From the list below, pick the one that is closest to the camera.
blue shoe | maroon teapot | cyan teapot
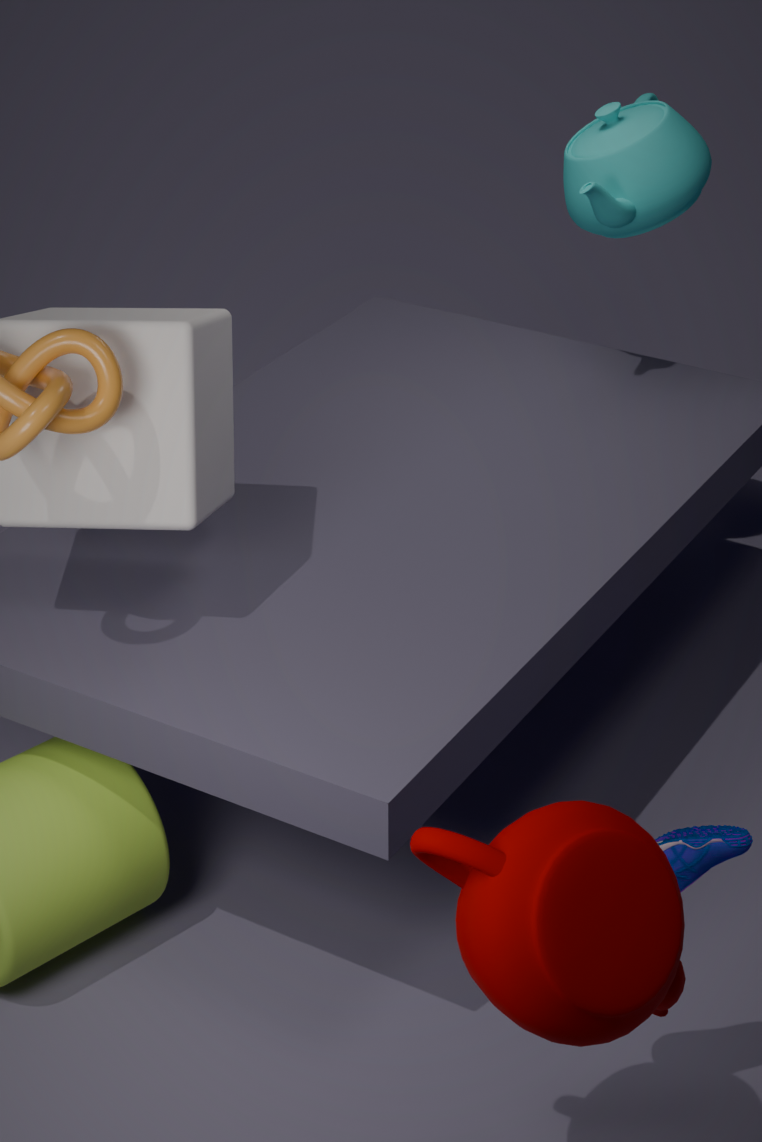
maroon teapot
